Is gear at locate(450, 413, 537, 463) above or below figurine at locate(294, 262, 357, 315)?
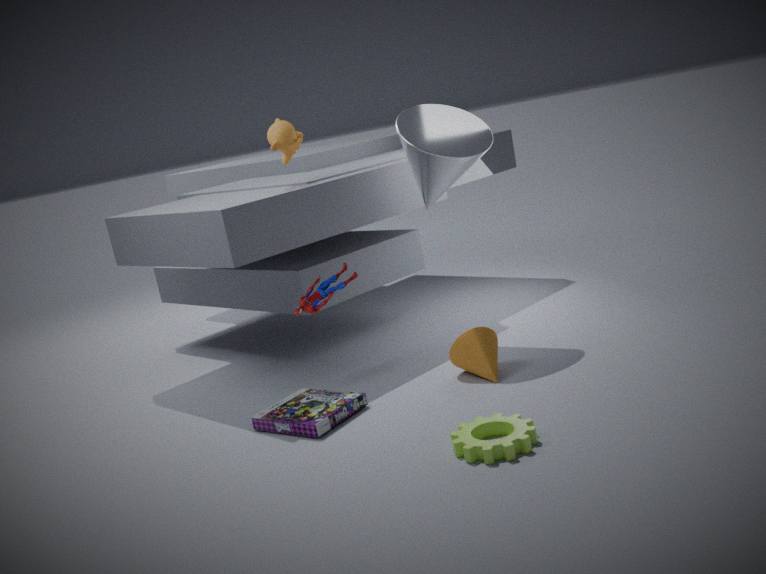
below
